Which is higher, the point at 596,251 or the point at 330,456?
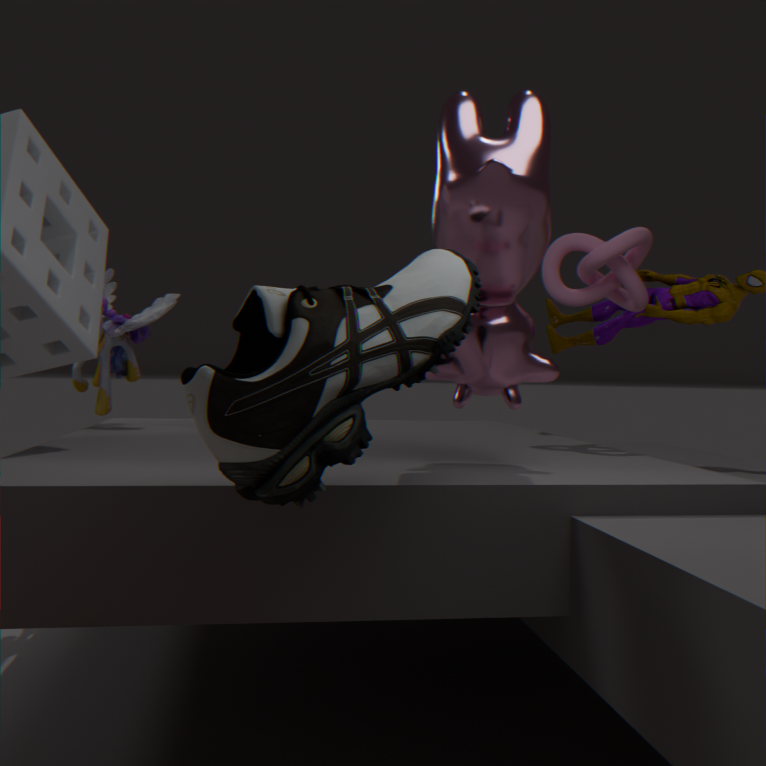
the point at 596,251
